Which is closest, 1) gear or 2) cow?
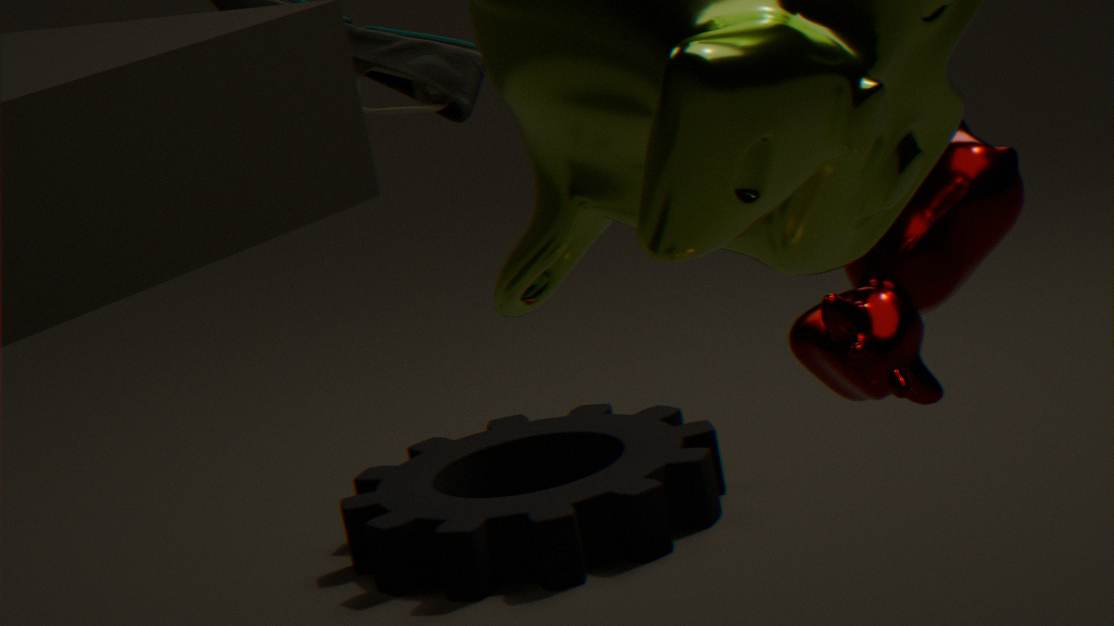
2. cow
